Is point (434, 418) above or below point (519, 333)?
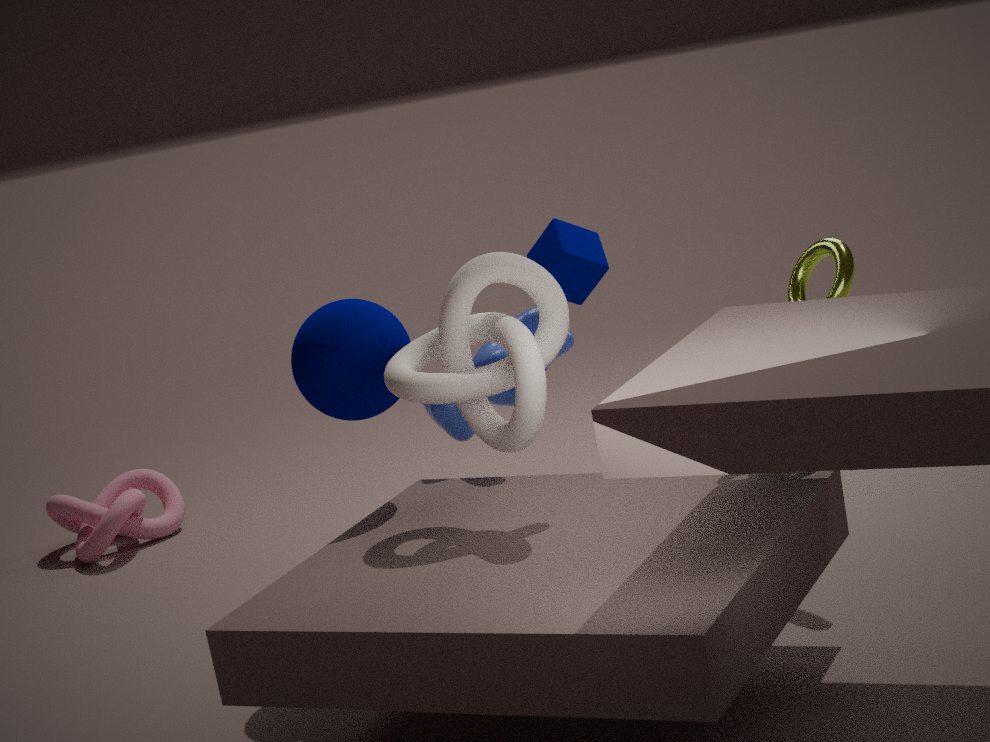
below
